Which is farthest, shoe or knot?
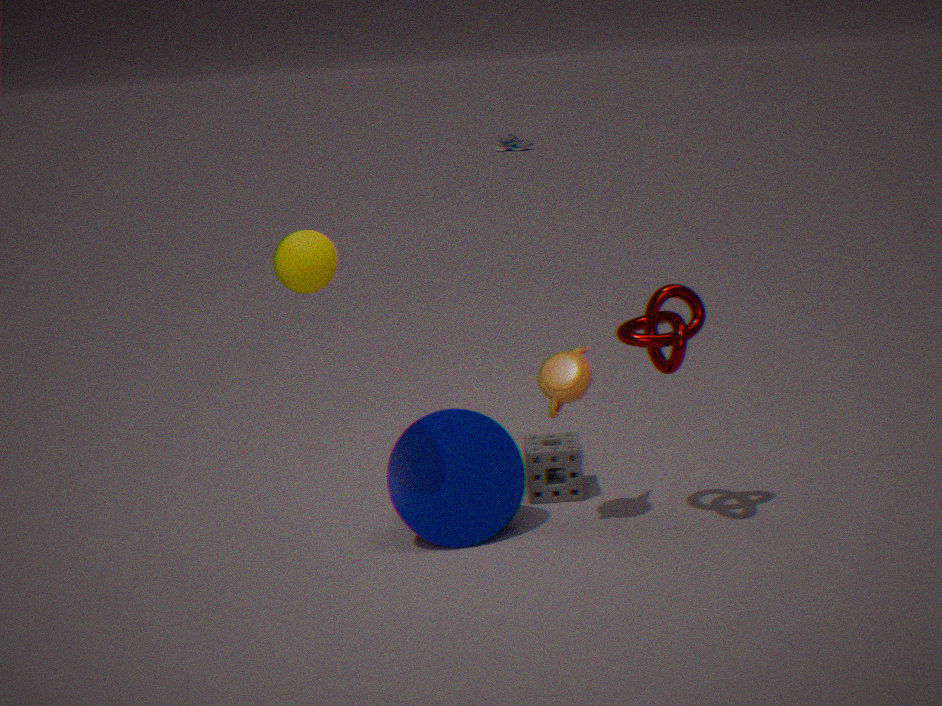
shoe
